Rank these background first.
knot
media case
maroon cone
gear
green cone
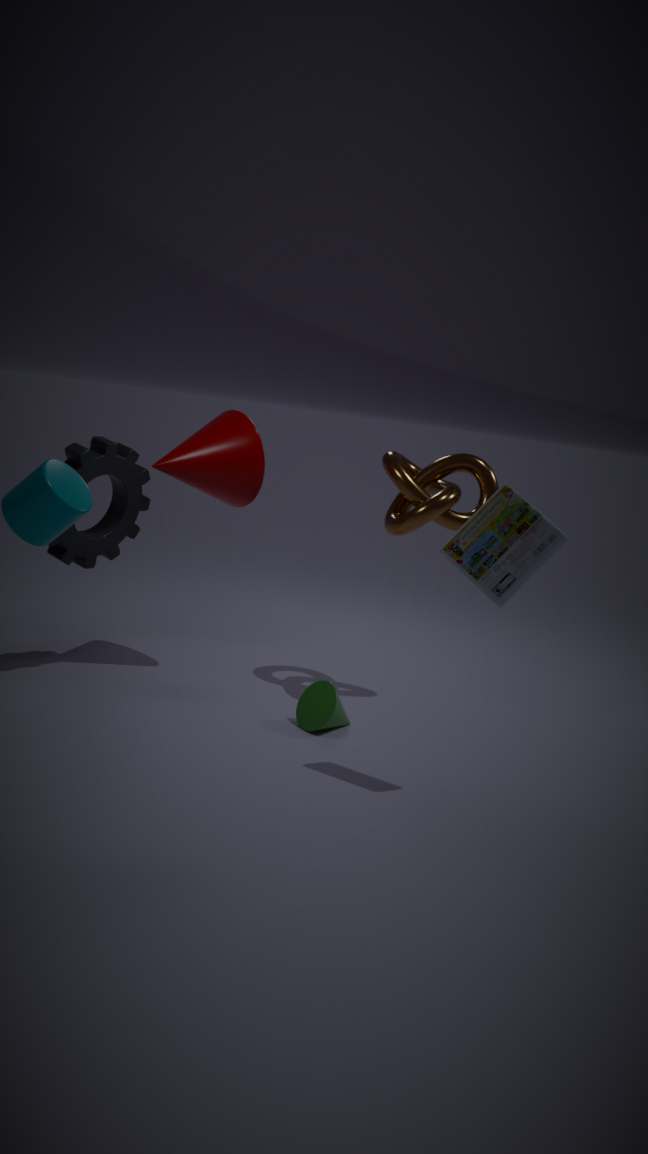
maroon cone → knot → gear → green cone → media case
